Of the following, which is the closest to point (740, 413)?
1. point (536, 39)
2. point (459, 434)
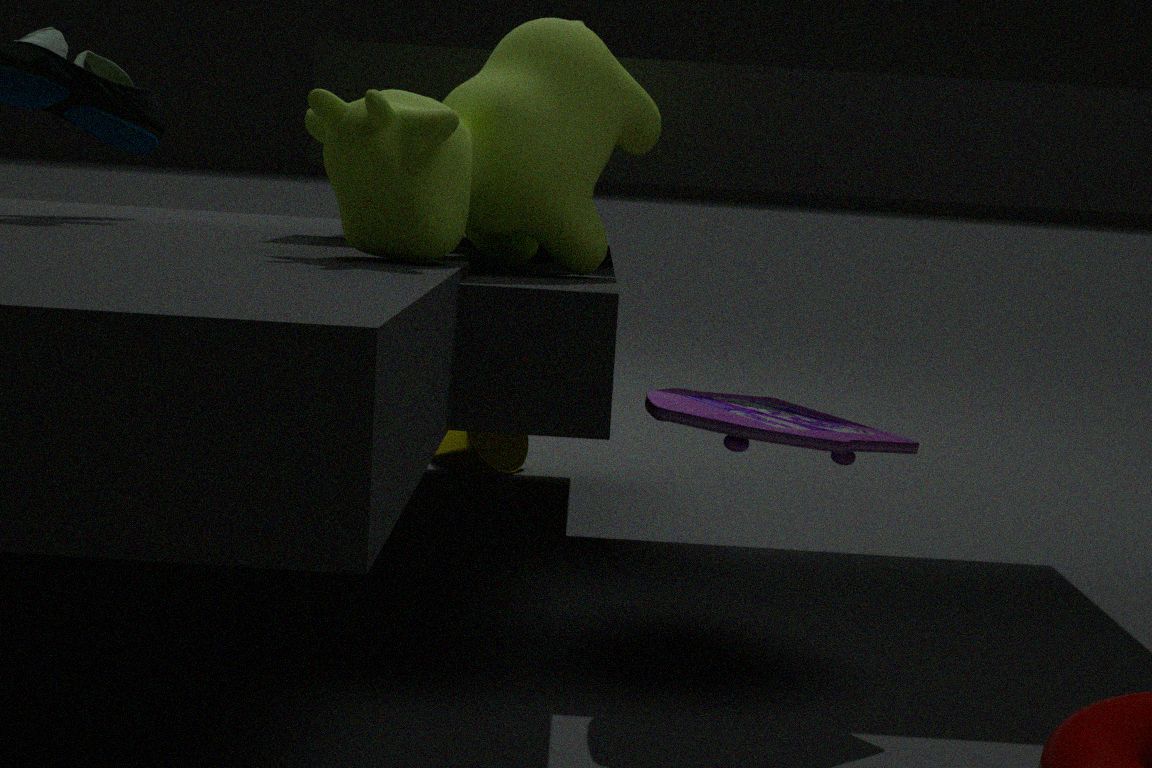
point (536, 39)
